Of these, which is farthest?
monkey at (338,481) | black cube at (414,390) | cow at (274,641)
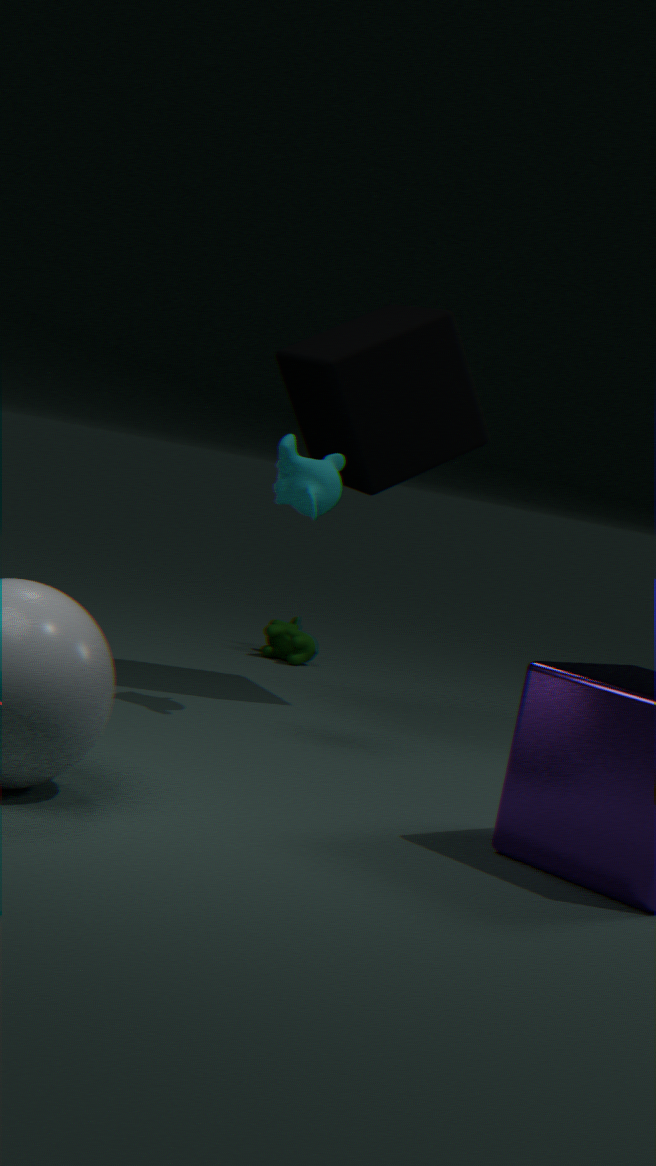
cow at (274,641)
